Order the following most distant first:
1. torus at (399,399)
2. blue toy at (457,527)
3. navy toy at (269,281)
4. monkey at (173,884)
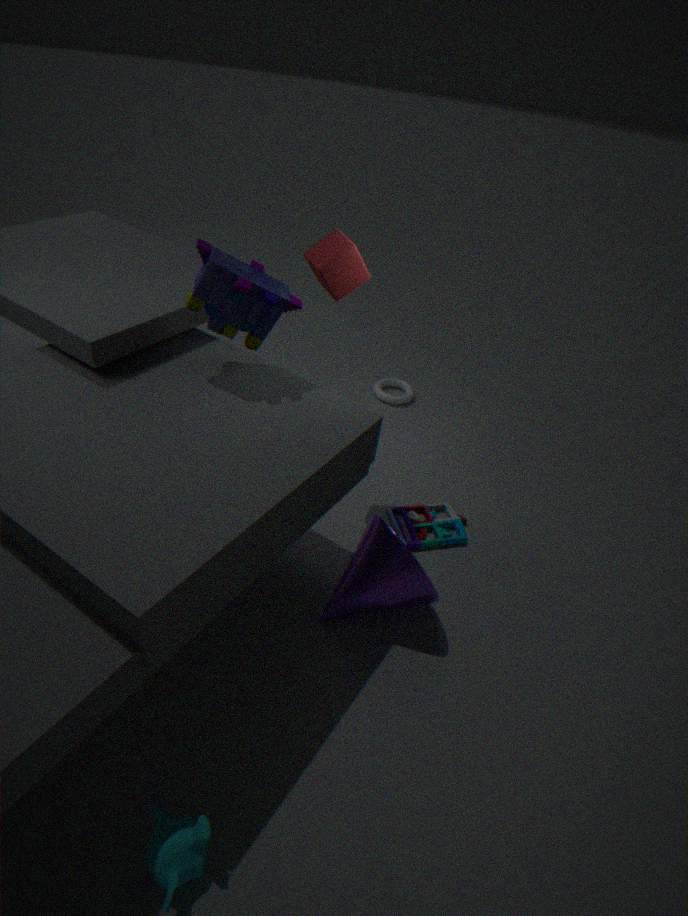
torus at (399,399) < blue toy at (457,527) < navy toy at (269,281) < monkey at (173,884)
